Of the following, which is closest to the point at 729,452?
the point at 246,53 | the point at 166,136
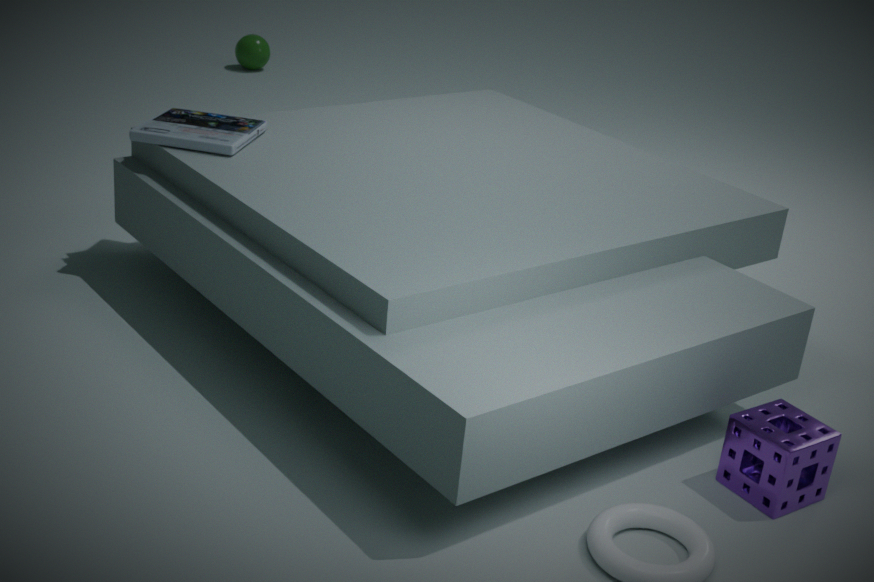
the point at 166,136
